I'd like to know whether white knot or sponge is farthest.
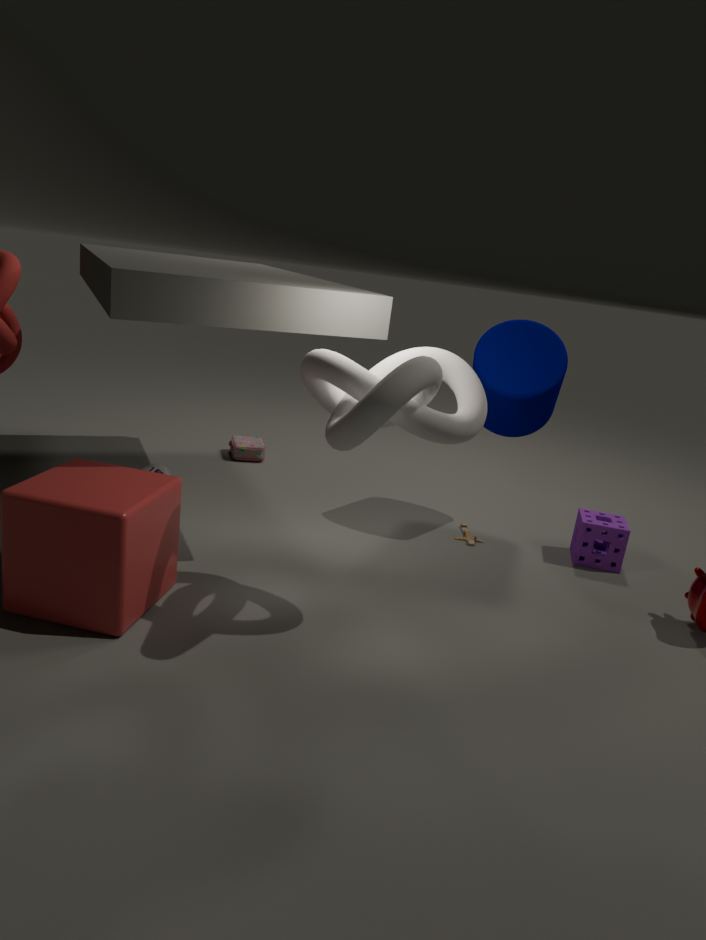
sponge
